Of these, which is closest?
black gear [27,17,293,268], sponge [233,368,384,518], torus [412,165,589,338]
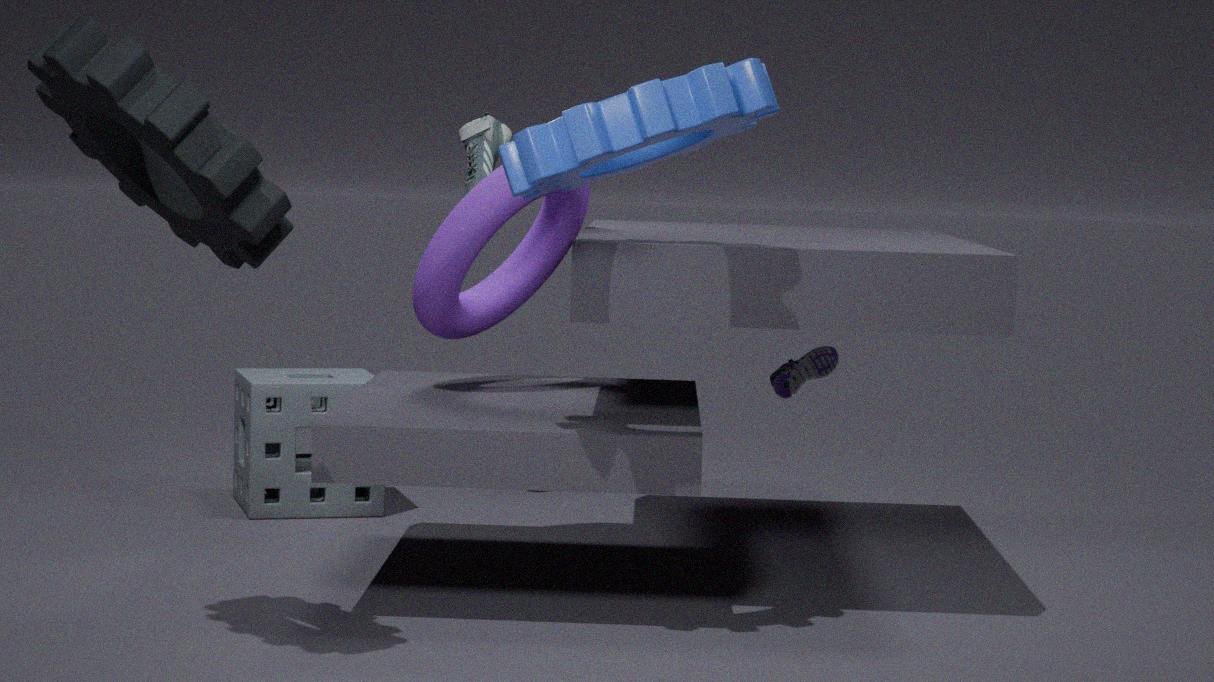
black gear [27,17,293,268]
